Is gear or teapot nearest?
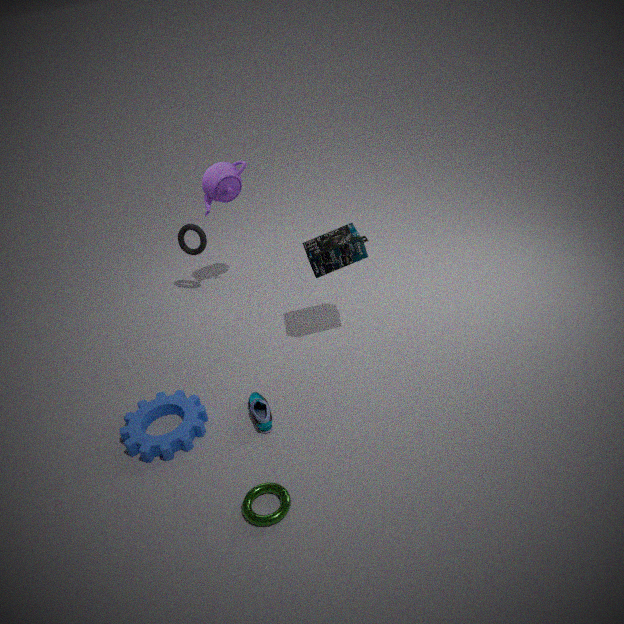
gear
